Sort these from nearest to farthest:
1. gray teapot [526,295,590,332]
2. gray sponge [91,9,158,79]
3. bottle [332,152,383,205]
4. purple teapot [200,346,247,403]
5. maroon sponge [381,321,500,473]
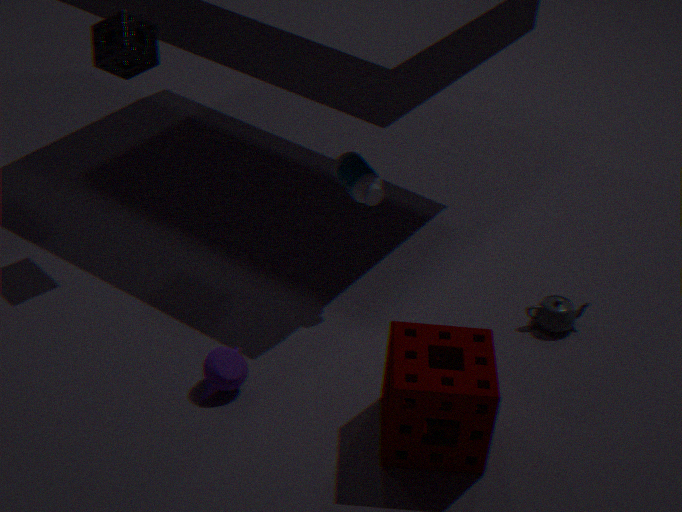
maroon sponge [381,321,500,473] → purple teapot [200,346,247,403] → gray sponge [91,9,158,79] → bottle [332,152,383,205] → gray teapot [526,295,590,332]
